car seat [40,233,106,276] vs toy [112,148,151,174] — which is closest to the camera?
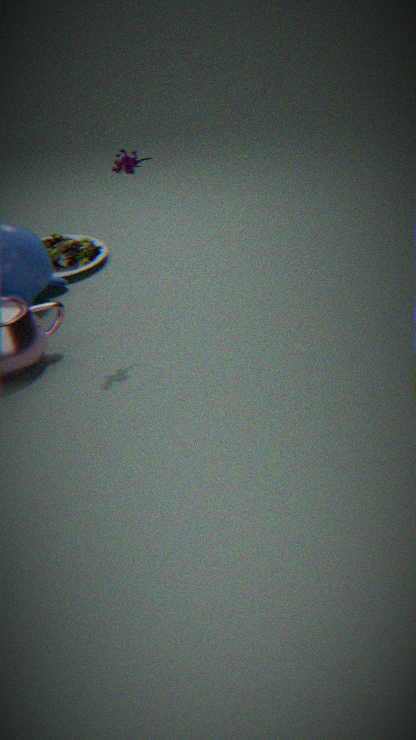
toy [112,148,151,174]
